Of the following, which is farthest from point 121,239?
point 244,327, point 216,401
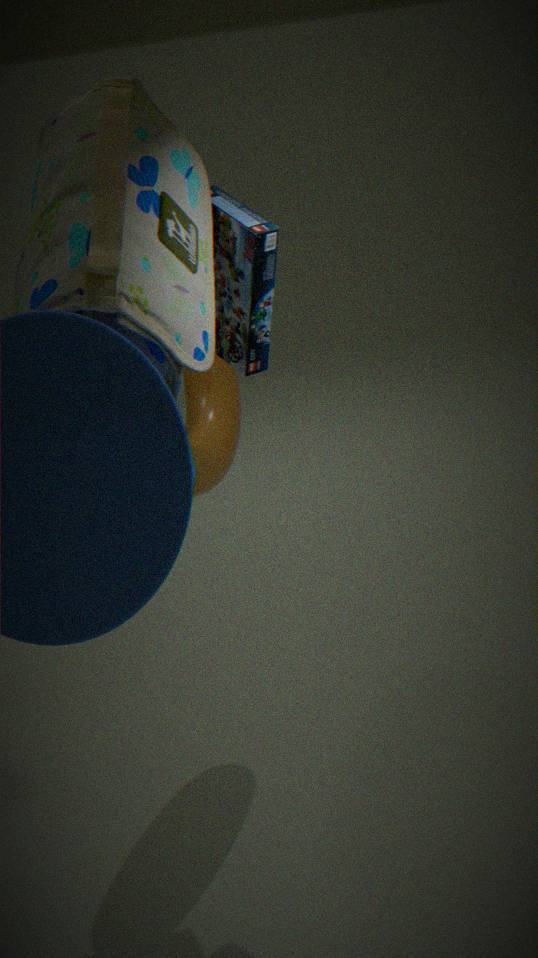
point 216,401
